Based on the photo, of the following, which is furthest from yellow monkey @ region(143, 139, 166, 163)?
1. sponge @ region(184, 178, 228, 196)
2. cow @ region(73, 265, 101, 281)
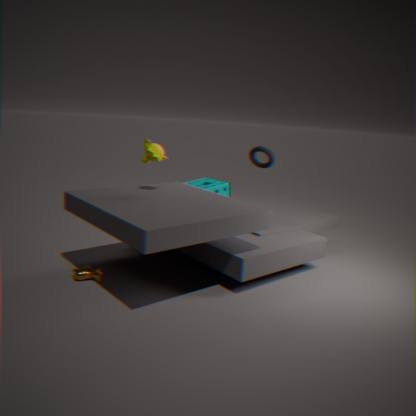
cow @ region(73, 265, 101, 281)
